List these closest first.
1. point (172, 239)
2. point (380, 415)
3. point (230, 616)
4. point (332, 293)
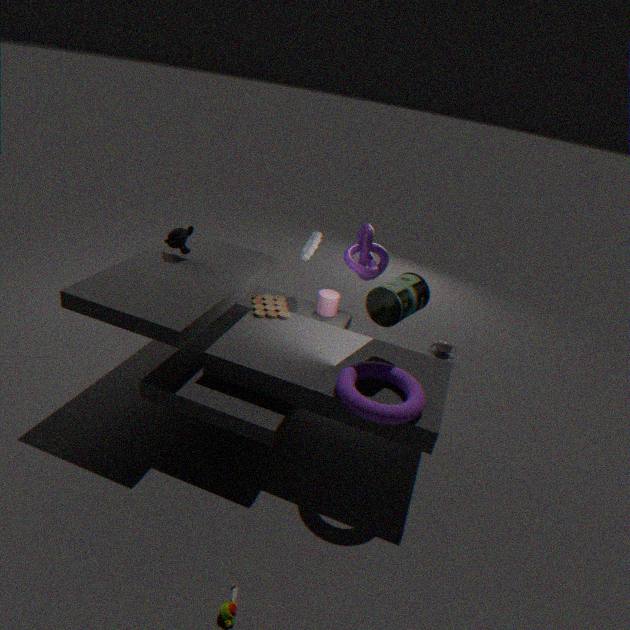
point (230, 616)
point (380, 415)
point (172, 239)
point (332, 293)
